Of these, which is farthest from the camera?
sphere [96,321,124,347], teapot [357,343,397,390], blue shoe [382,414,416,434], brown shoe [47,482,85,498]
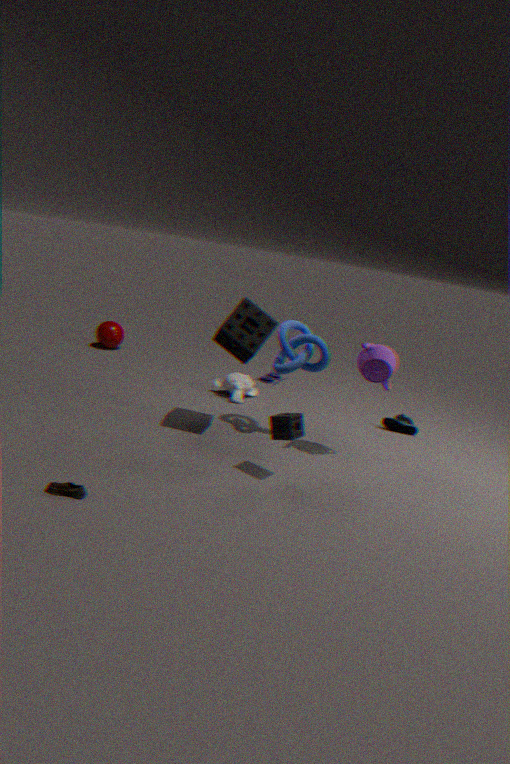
sphere [96,321,124,347]
